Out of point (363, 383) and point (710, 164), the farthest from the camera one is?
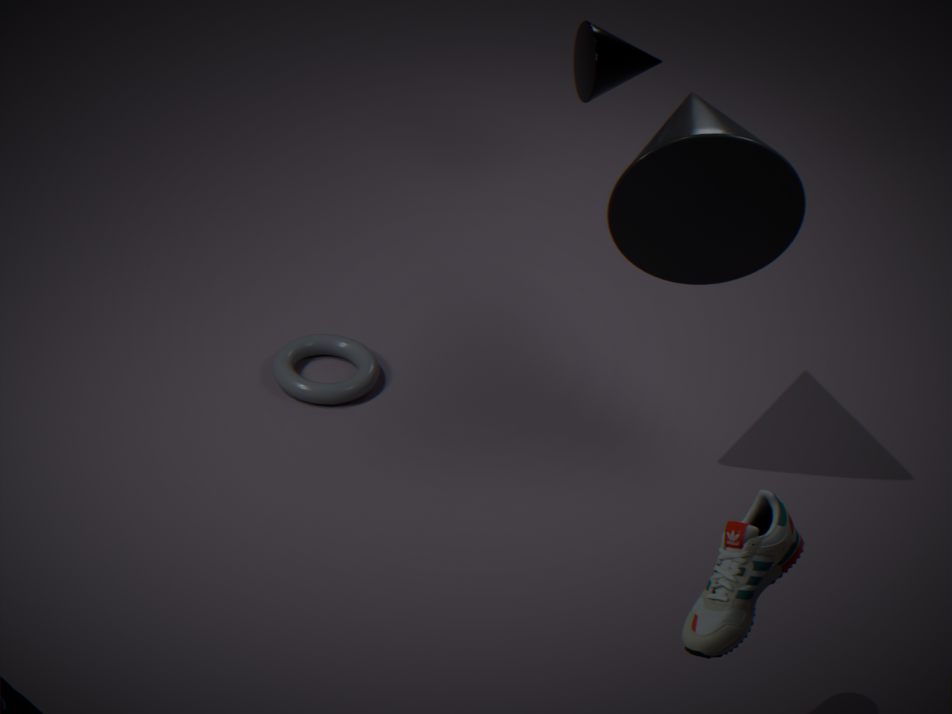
point (363, 383)
